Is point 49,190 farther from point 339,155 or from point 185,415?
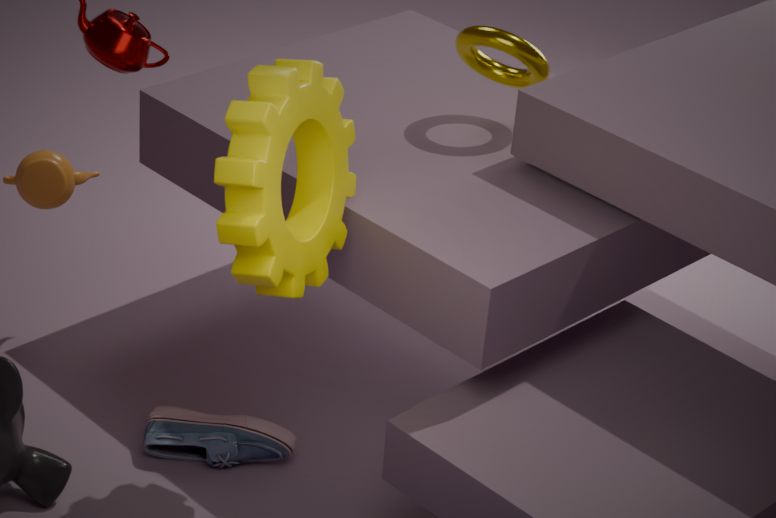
point 339,155
